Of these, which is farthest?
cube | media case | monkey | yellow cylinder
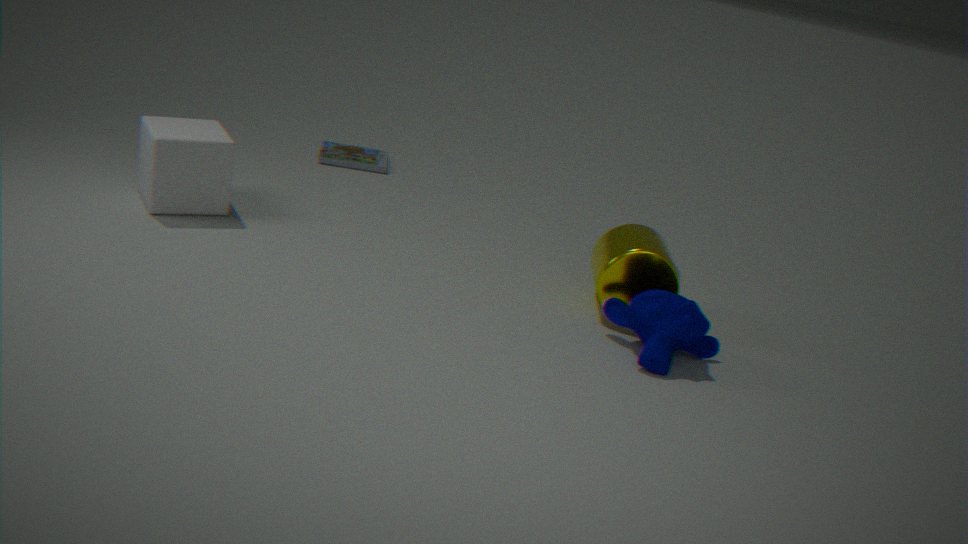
media case
